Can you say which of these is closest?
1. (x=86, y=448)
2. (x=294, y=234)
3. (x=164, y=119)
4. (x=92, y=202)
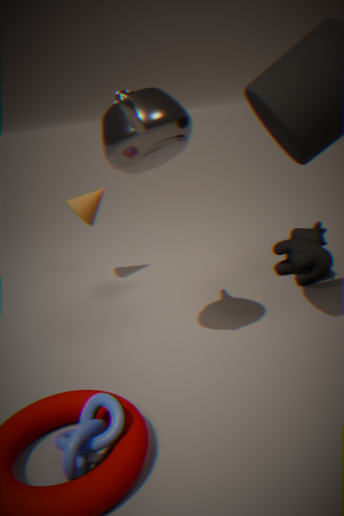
(x=86, y=448)
